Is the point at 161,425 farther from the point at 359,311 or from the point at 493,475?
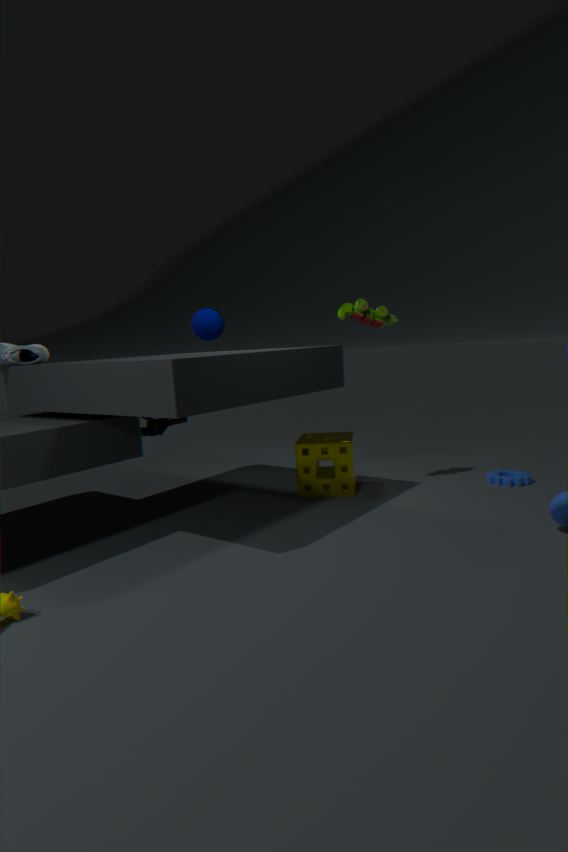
the point at 493,475
